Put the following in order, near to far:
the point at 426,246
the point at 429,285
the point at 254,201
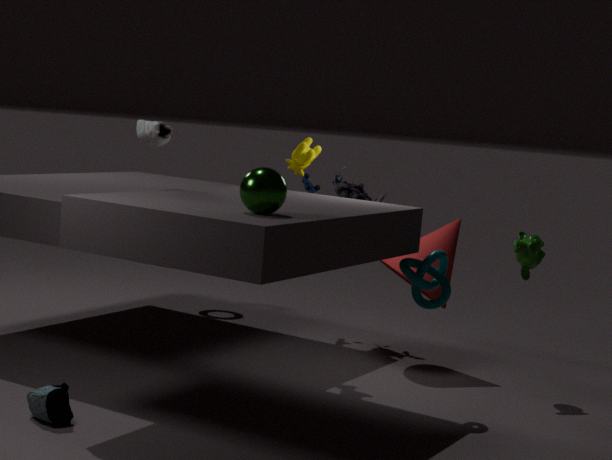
the point at 254,201
the point at 429,285
the point at 426,246
